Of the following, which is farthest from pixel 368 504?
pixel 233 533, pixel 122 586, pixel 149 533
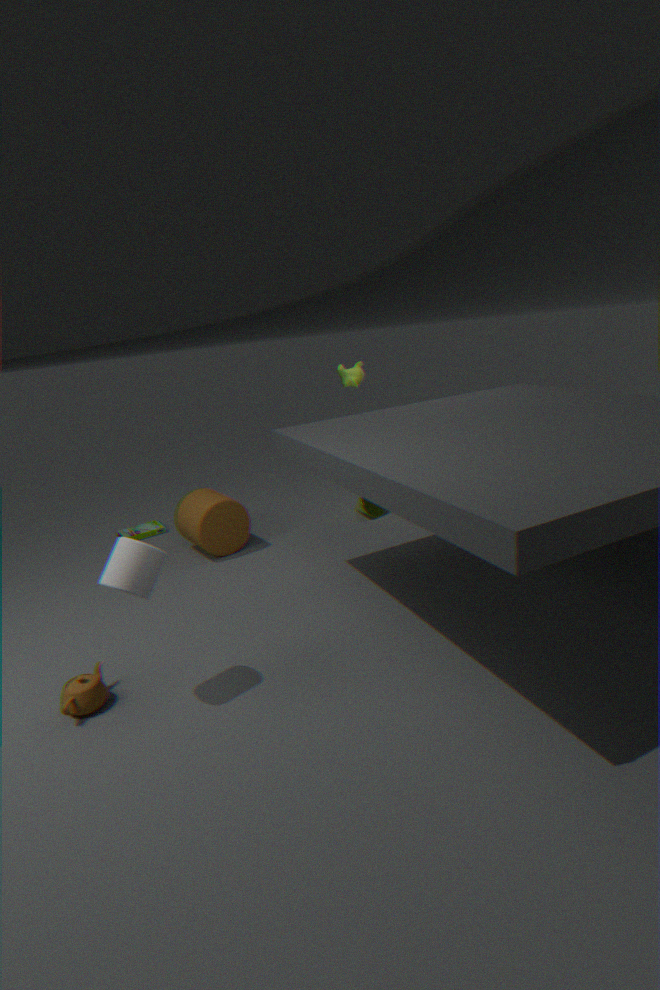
pixel 122 586
